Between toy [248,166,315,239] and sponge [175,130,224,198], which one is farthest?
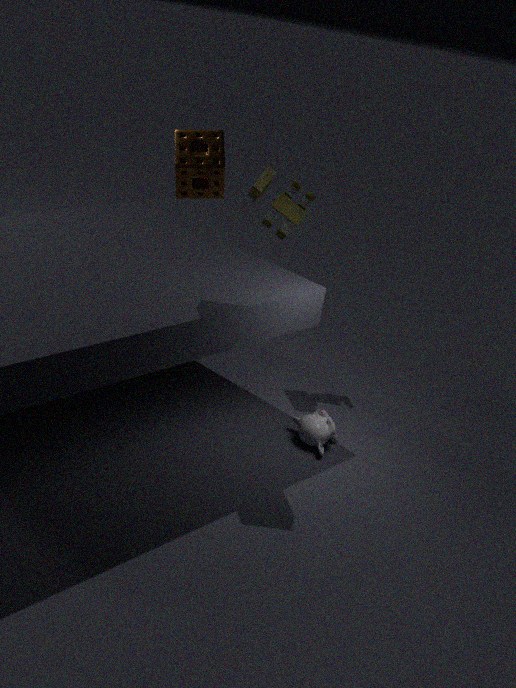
toy [248,166,315,239]
